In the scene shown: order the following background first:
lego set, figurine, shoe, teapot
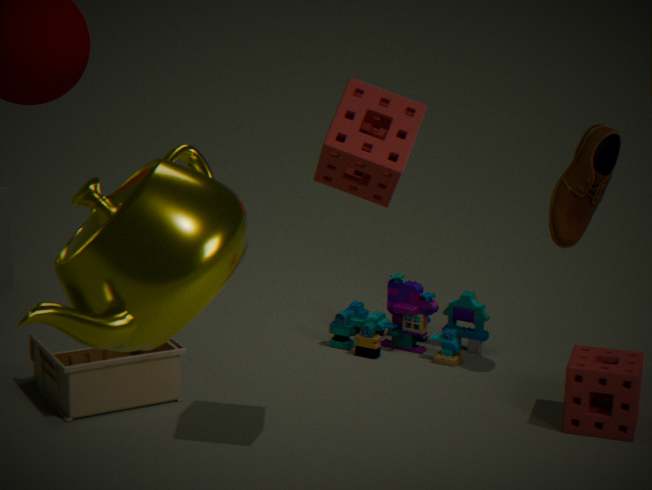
lego set → shoe → figurine → teapot
